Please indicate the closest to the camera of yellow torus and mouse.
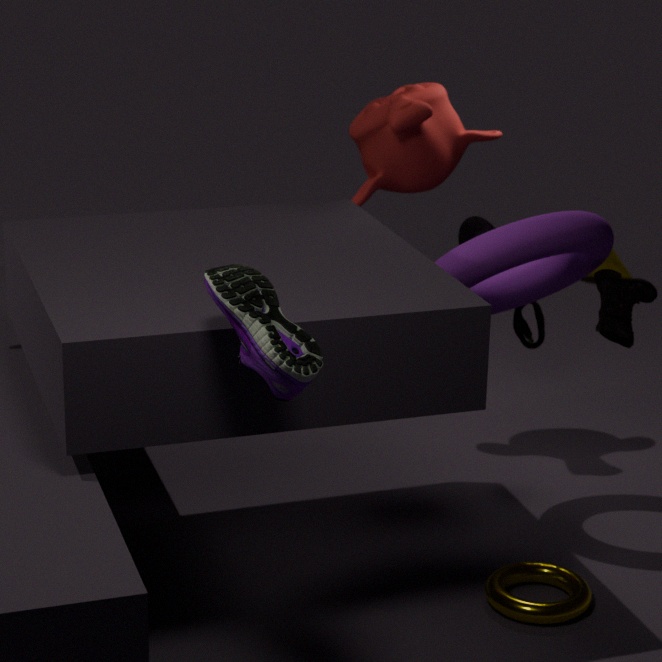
yellow torus
